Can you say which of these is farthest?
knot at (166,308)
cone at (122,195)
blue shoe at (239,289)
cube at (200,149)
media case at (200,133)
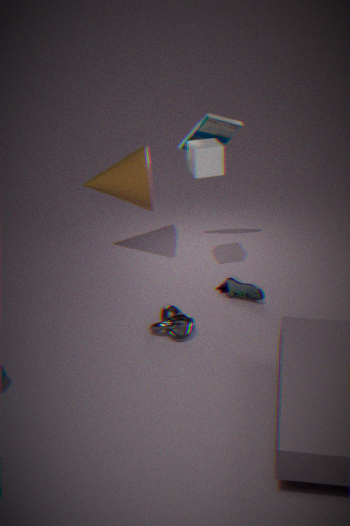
blue shoe at (239,289)
